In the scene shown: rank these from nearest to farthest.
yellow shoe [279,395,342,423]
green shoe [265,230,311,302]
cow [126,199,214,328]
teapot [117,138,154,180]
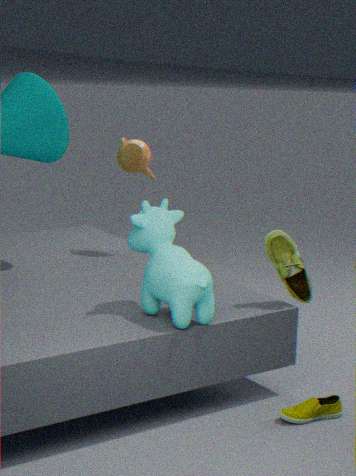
cow [126,199,214,328] < yellow shoe [279,395,342,423] < green shoe [265,230,311,302] < teapot [117,138,154,180]
